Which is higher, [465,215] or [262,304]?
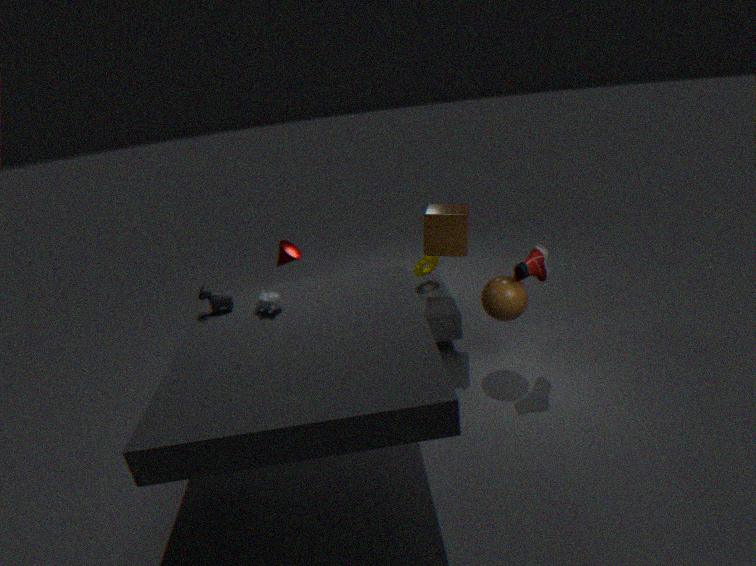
[465,215]
